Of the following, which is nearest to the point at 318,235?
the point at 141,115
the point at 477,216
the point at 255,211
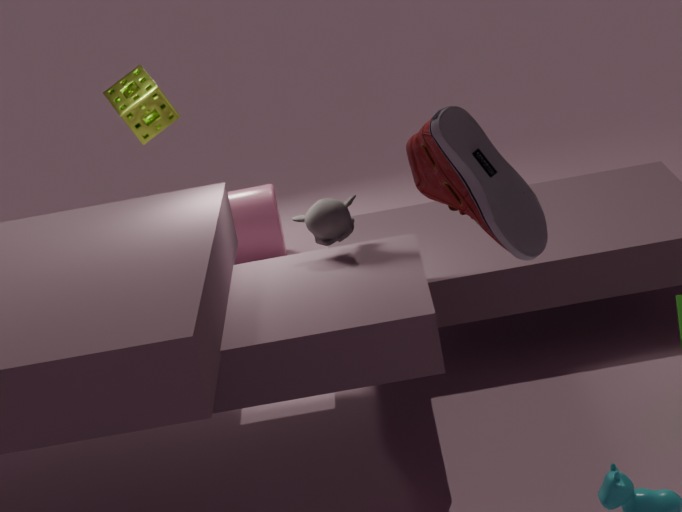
the point at 141,115
